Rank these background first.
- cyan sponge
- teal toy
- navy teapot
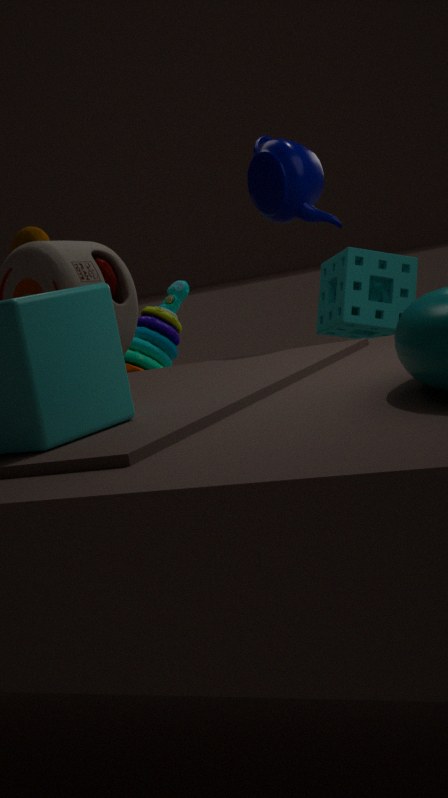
teal toy → cyan sponge → navy teapot
